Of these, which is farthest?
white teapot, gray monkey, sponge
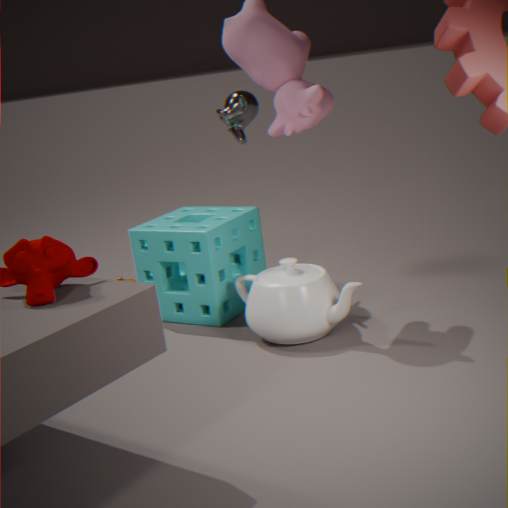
gray monkey
